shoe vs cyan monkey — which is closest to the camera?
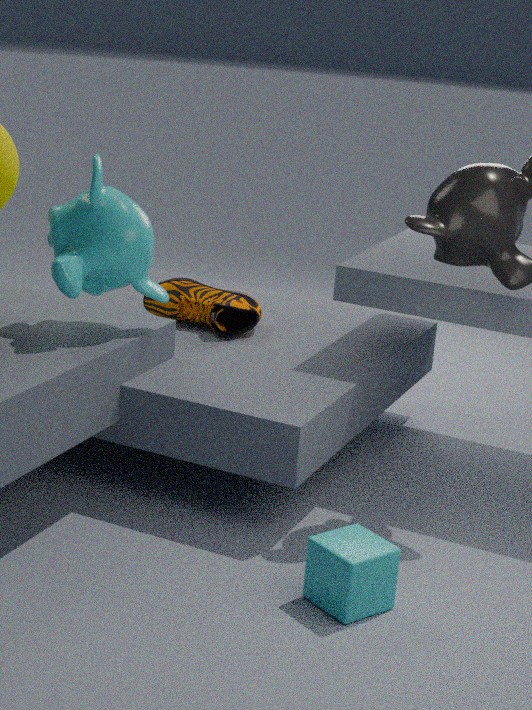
cyan monkey
